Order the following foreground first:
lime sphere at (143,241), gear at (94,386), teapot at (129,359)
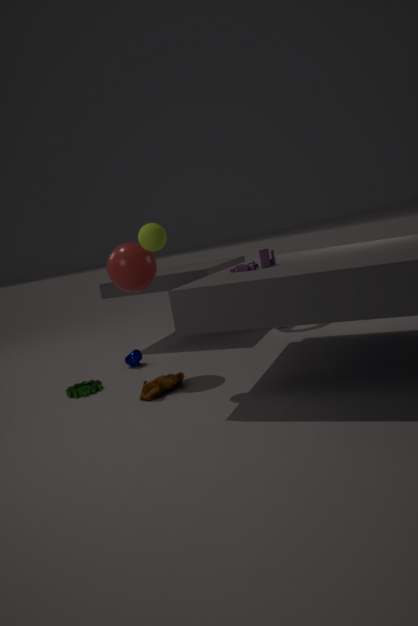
lime sphere at (143,241)
gear at (94,386)
teapot at (129,359)
